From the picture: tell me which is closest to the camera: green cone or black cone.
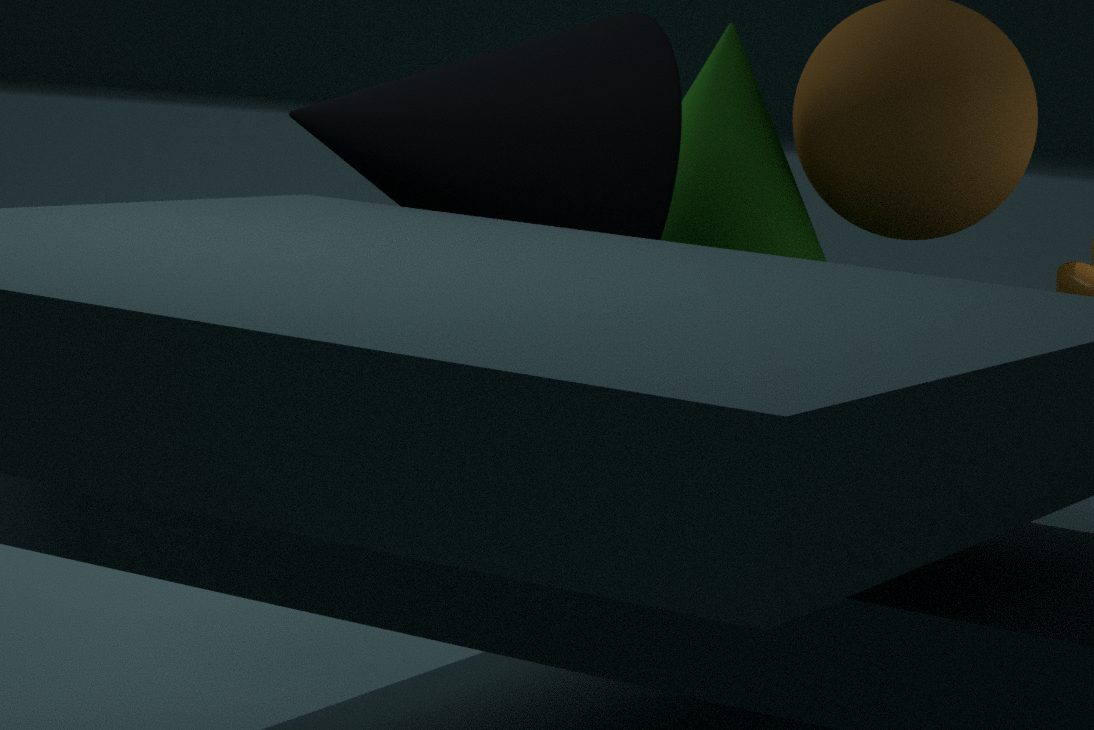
black cone
